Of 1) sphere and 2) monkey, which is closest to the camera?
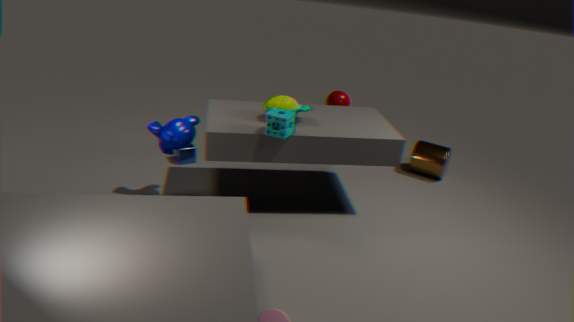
2. monkey
